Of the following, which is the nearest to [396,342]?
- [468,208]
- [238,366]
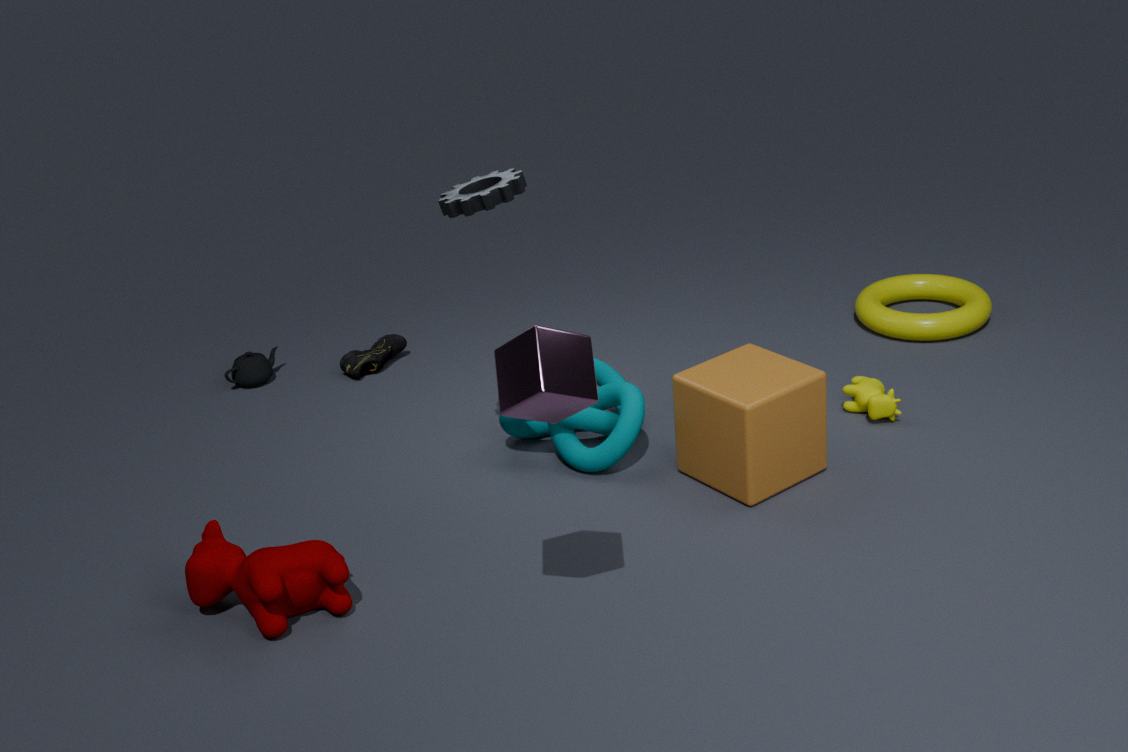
[238,366]
